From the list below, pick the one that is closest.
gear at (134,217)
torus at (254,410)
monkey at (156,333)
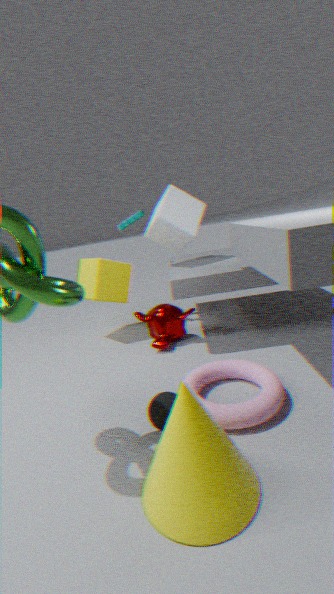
torus at (254,410)
